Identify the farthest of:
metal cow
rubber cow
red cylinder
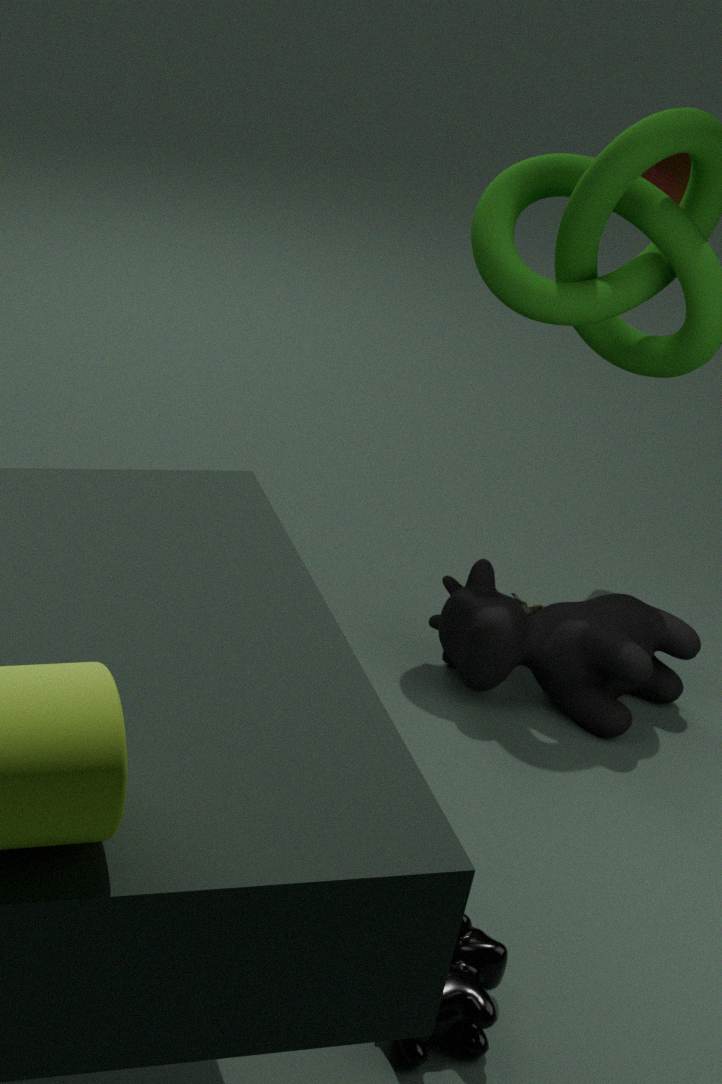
red cylinder
